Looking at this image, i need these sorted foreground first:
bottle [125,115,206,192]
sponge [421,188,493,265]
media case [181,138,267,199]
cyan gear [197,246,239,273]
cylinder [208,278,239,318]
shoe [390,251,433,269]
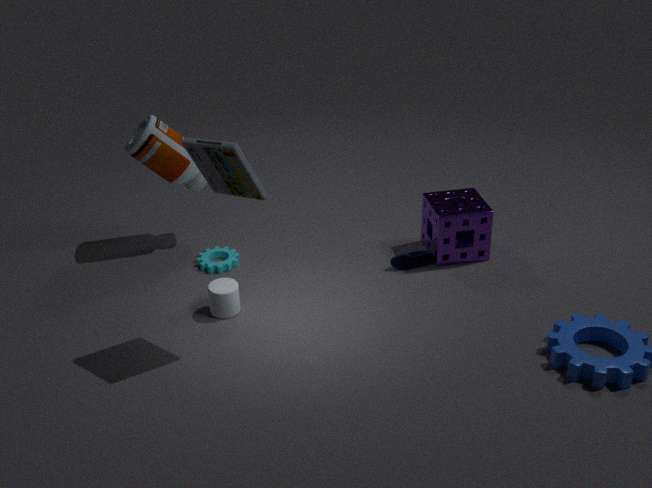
1. media case [181,138,267,199]
2. cylinder [208,278,239,318]
3. sponge [421,188,493,265]
4. bottle [125,115,206,192]
5. shoe [390,251,433,269]
6. cyan gear [197,246,239,273]
